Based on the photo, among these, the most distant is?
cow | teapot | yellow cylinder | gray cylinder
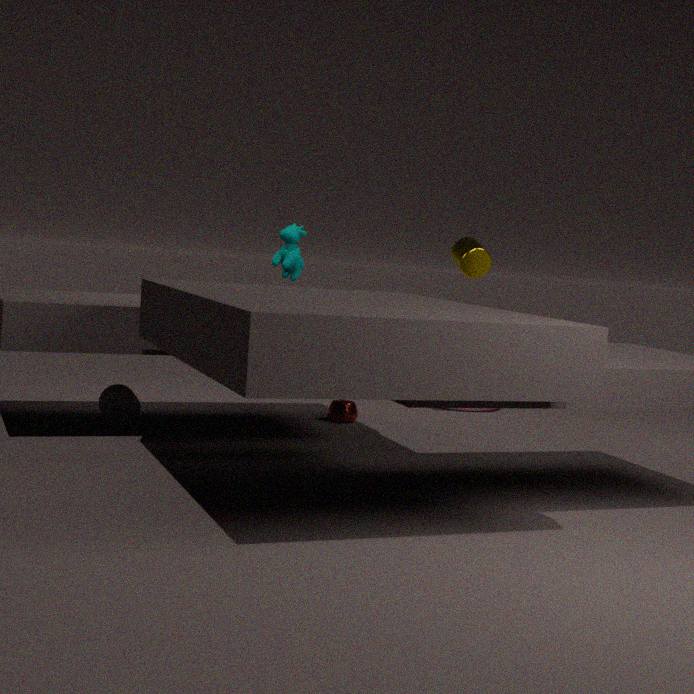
yellow cylinder
